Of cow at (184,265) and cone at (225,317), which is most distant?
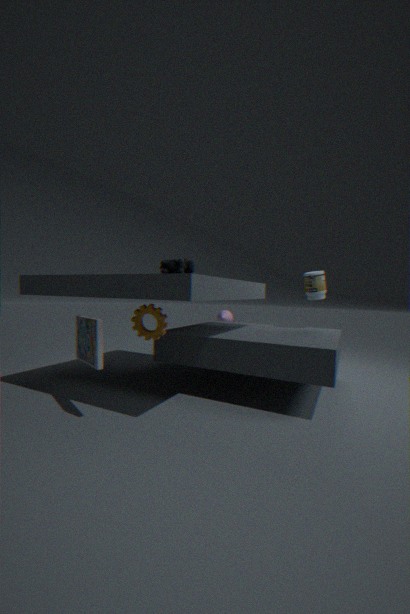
cone at (225,317)
